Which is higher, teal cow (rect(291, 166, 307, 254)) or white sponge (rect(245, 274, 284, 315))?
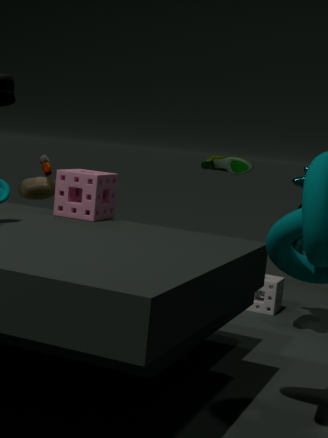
teal cow (rect(291, 166, 307, 254))
